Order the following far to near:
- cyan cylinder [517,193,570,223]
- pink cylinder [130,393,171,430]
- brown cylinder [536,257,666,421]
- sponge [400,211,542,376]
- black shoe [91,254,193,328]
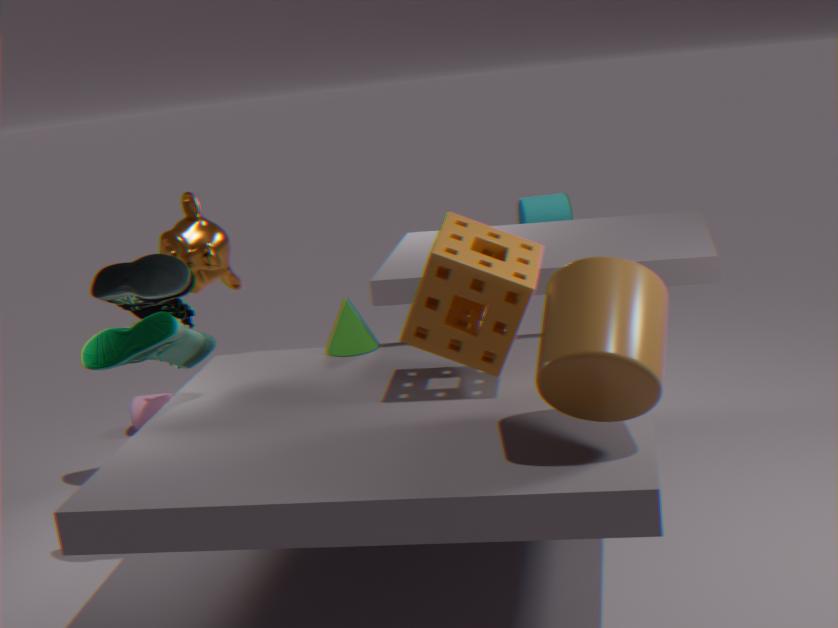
1. cyan cylinder [517,193,570,223]
2. pink cylinder [130,393,171,430]
3. black shoe [91,254,193,328]
4. sponge [400,211,542,376]
5. brown cylinder [536,257,666,421]
